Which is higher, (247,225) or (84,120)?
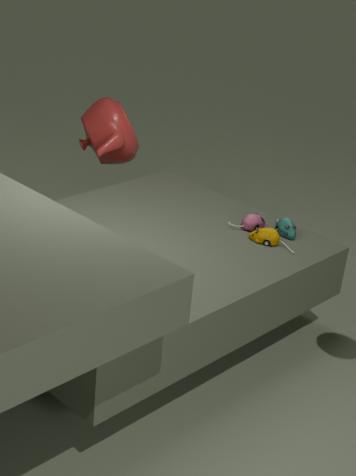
(84,120)
